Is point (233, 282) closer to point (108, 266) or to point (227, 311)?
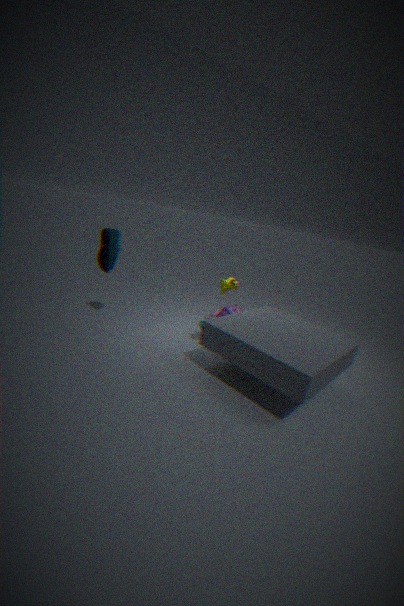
point (227, 311)
